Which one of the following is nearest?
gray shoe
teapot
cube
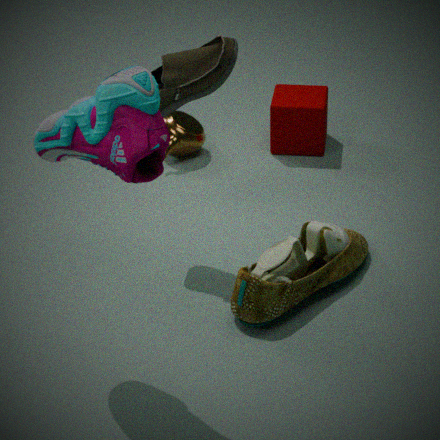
gray shoe
